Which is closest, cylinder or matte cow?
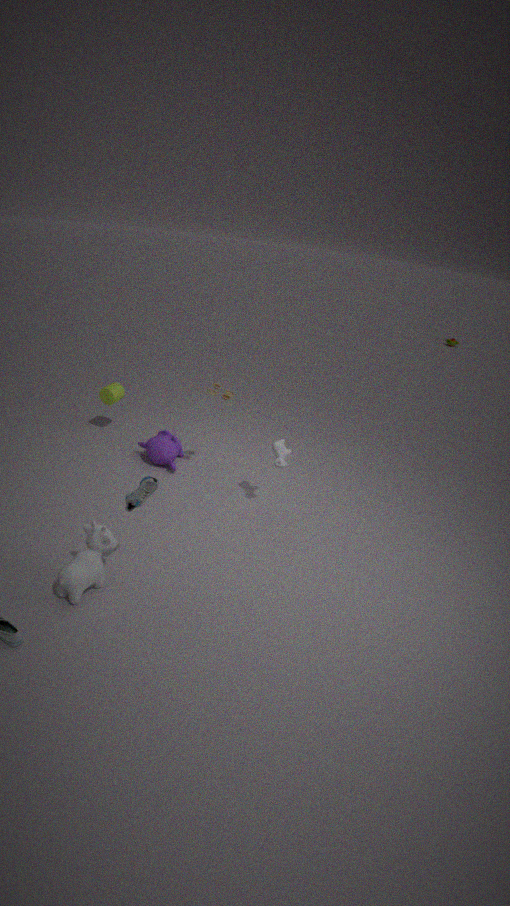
matte cow
